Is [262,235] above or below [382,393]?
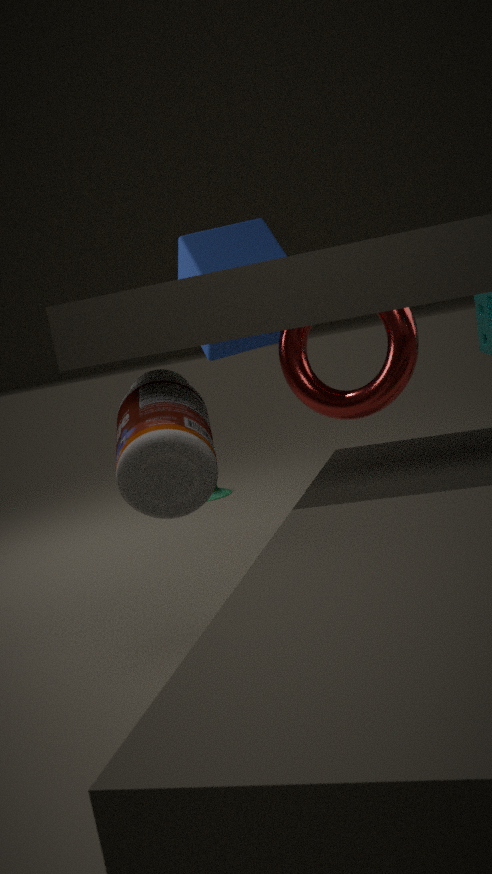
above
